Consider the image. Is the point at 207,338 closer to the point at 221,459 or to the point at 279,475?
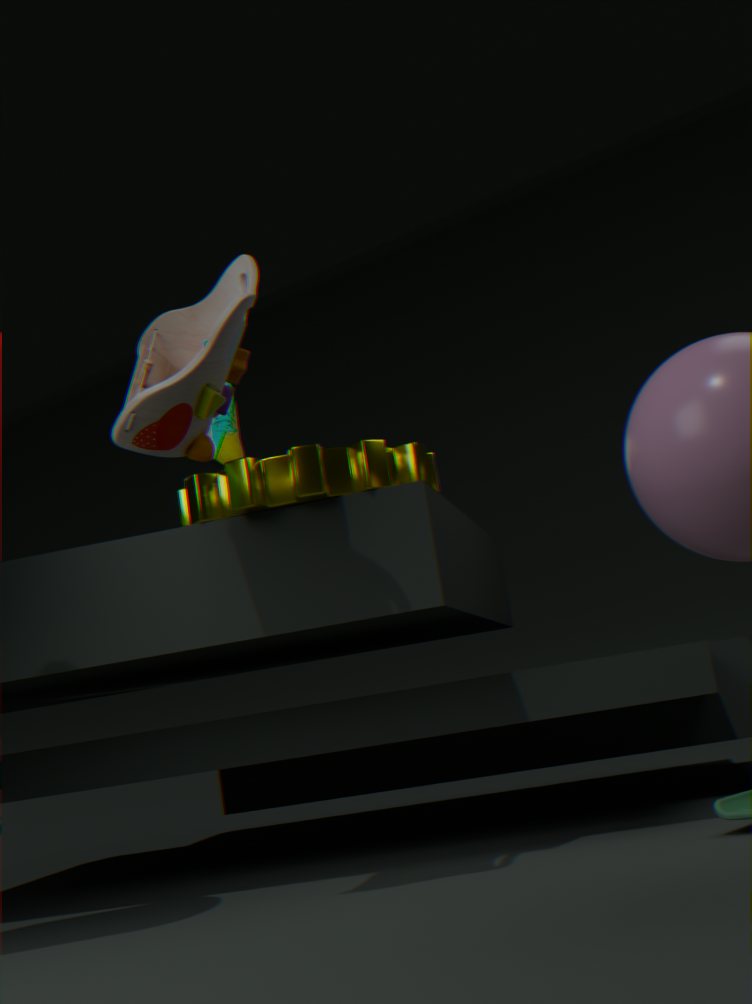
the point at 279,475
